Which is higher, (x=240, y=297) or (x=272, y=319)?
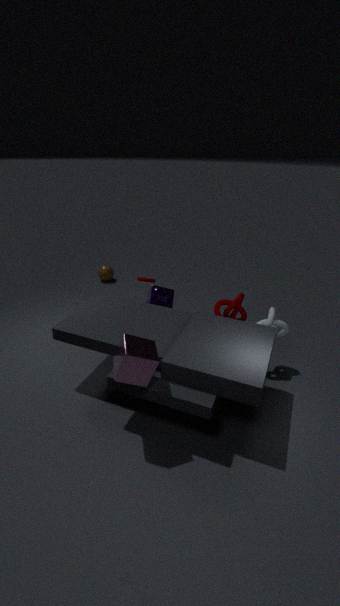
(x=240, y=297)
